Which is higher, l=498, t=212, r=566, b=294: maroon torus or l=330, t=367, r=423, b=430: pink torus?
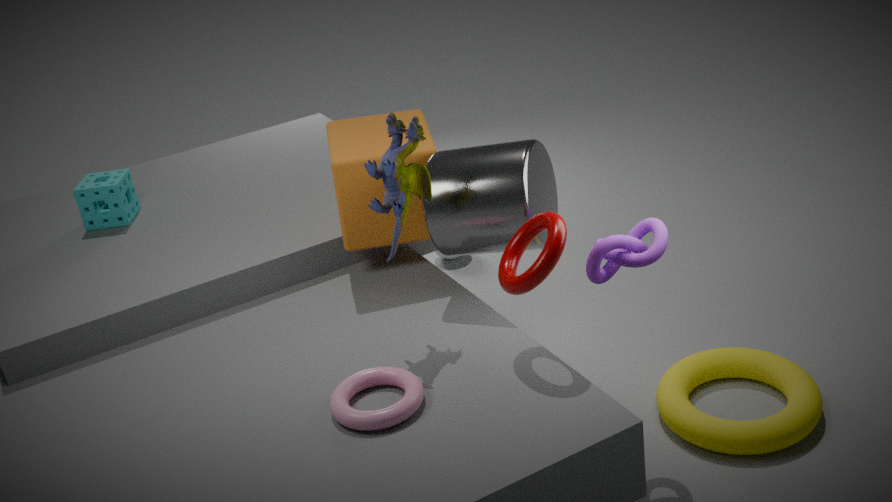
l=498, t=212, r=566, b=294: maroon torus
